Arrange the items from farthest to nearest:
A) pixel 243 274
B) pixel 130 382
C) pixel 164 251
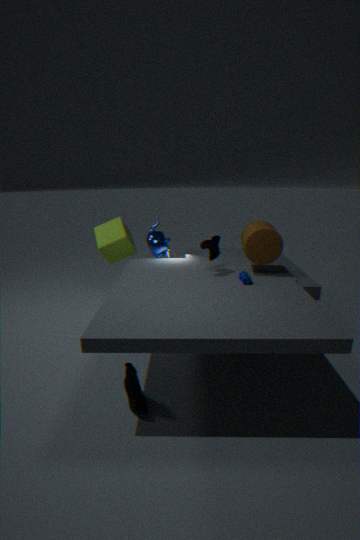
pixel 164 251 < pixel 243 274 < pixel 130 382
